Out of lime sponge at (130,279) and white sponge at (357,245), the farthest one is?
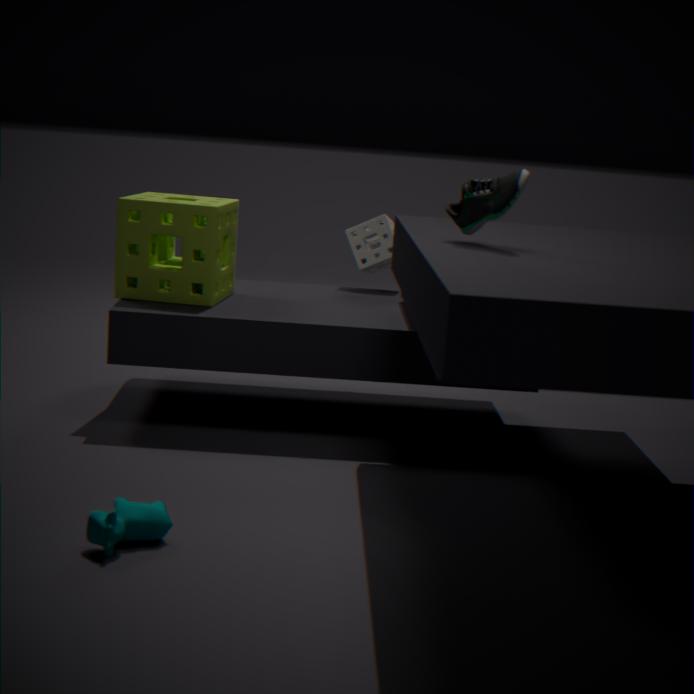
white sponge at (357,245)
